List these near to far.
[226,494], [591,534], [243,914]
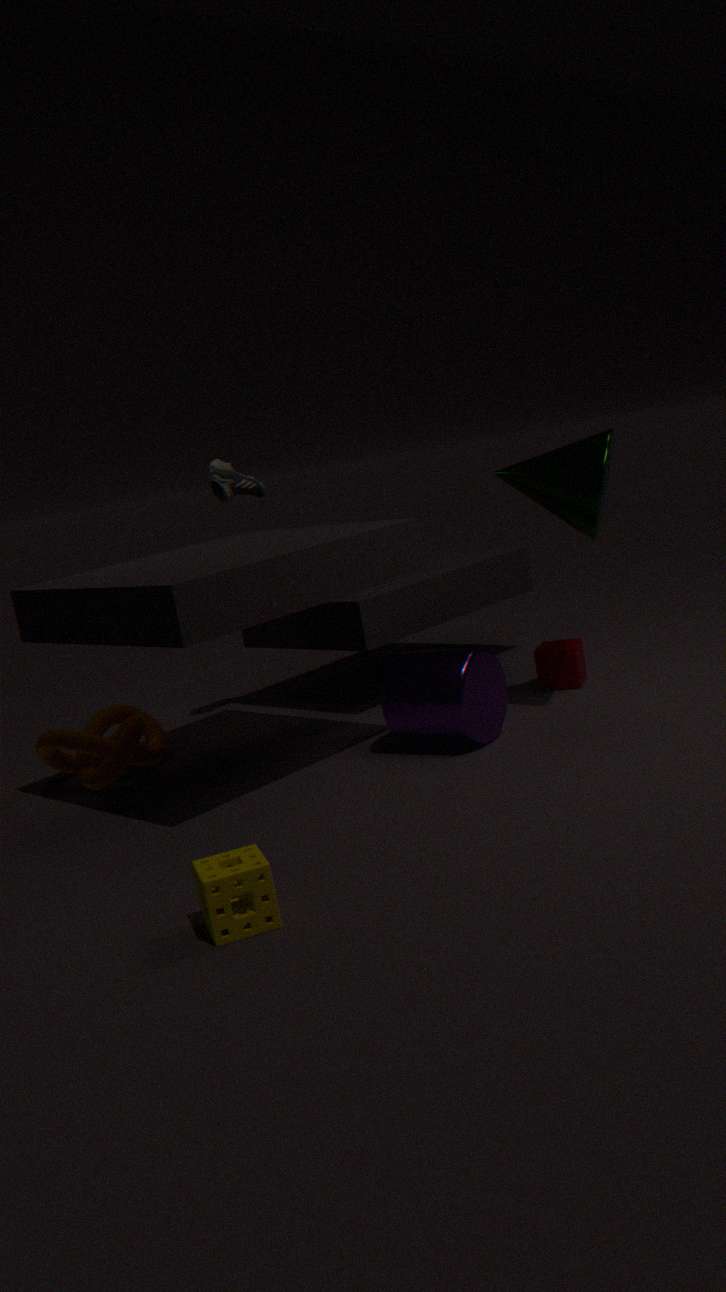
[243,914] → [591,534] → [226,494]
